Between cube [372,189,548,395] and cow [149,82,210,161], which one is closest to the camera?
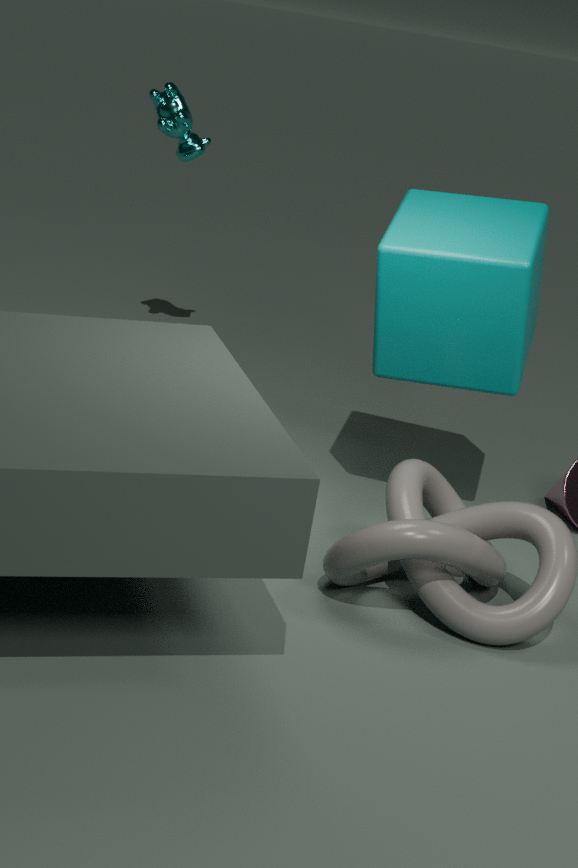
cube [372,189,548,395]
